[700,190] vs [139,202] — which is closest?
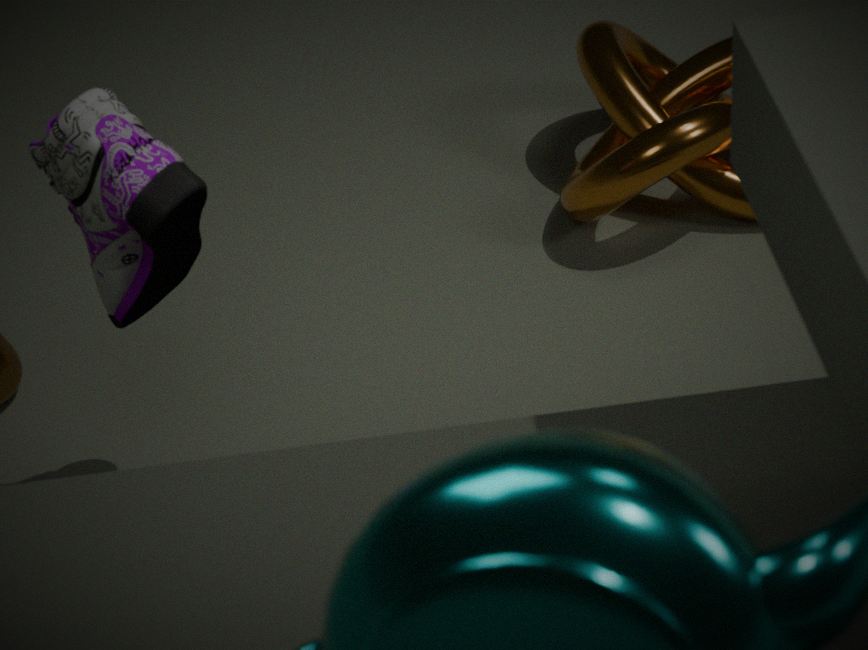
[139,202]
